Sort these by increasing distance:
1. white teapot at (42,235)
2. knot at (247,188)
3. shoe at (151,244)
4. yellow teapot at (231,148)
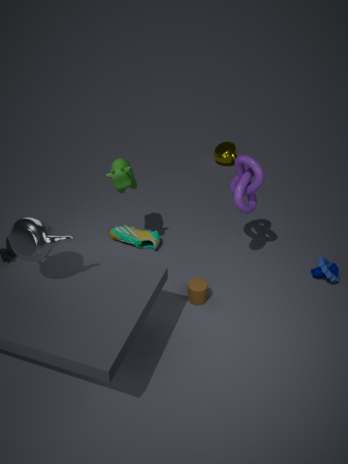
white teapot at (42,235), knot at (247,188), shoe at (151,244), yellow teapot at (231,148)
